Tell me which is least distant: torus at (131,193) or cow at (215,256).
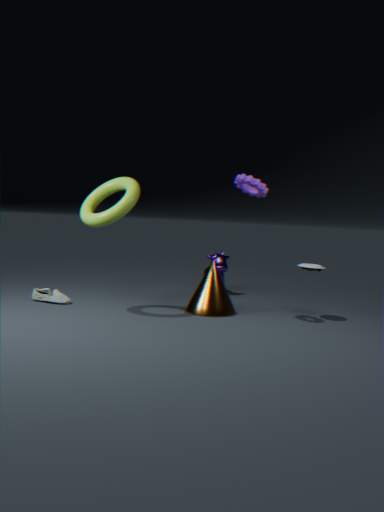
torus at (131,193)
